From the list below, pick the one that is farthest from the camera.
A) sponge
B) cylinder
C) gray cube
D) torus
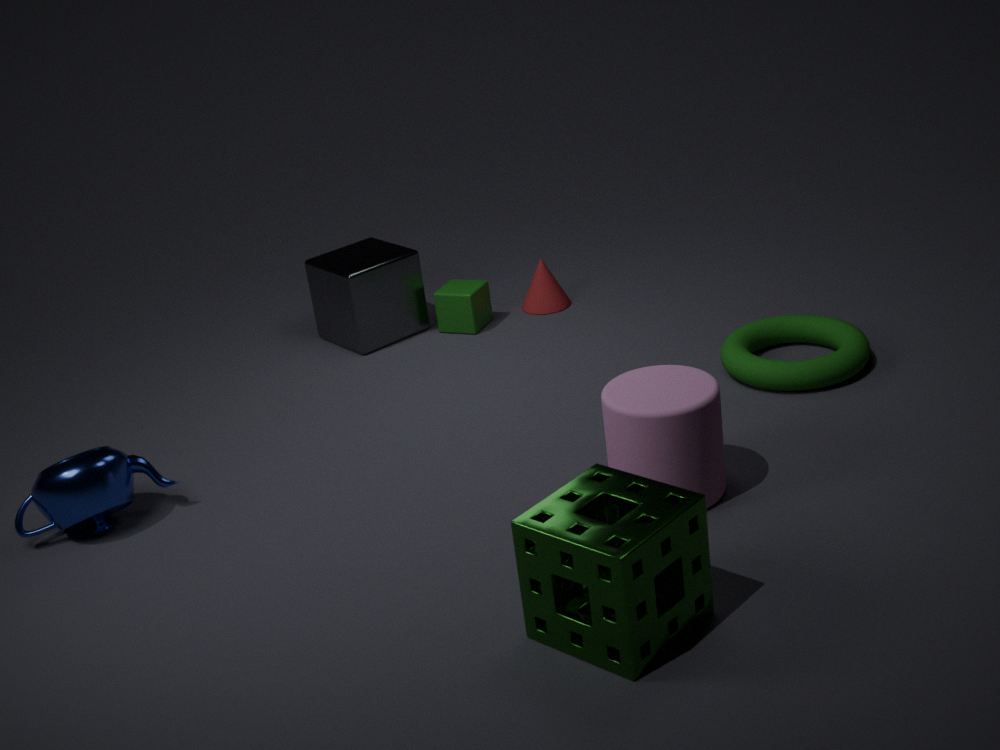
gray cube
